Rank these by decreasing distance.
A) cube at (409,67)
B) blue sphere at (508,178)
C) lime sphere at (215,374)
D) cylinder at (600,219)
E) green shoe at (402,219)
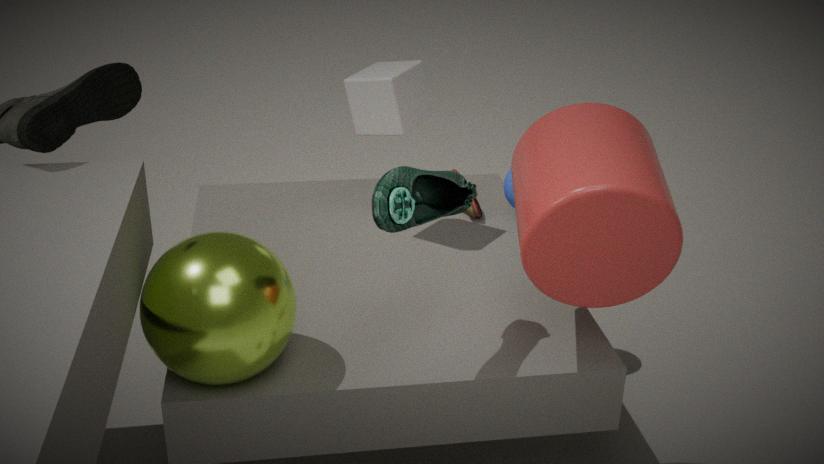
blue sphere at (508,178), cube at (409,67), lime sphere at (215,374), cylinder at (600,219), green shoe at (402,219)
